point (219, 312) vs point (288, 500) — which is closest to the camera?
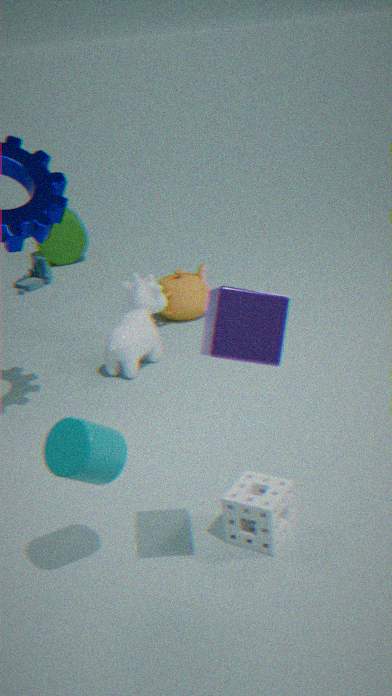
point (219, 312)
